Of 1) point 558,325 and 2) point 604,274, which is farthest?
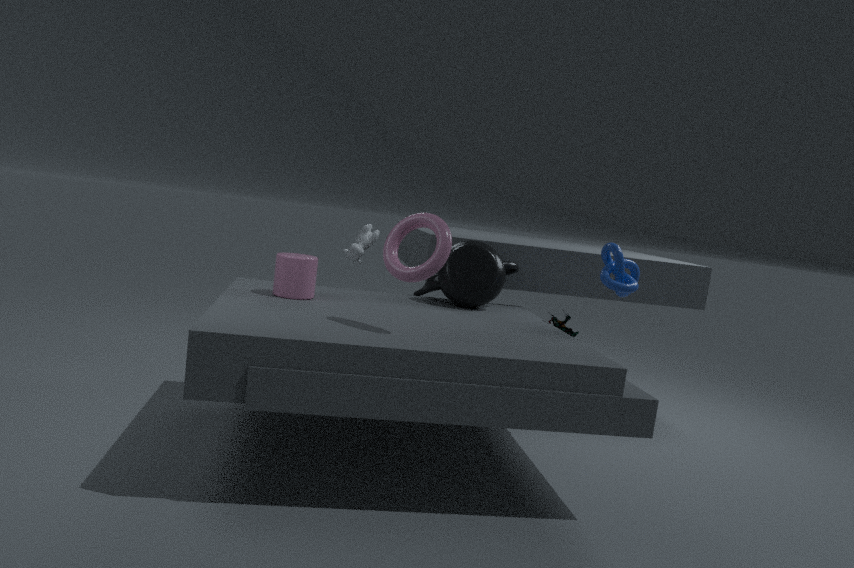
1. point 558,325
